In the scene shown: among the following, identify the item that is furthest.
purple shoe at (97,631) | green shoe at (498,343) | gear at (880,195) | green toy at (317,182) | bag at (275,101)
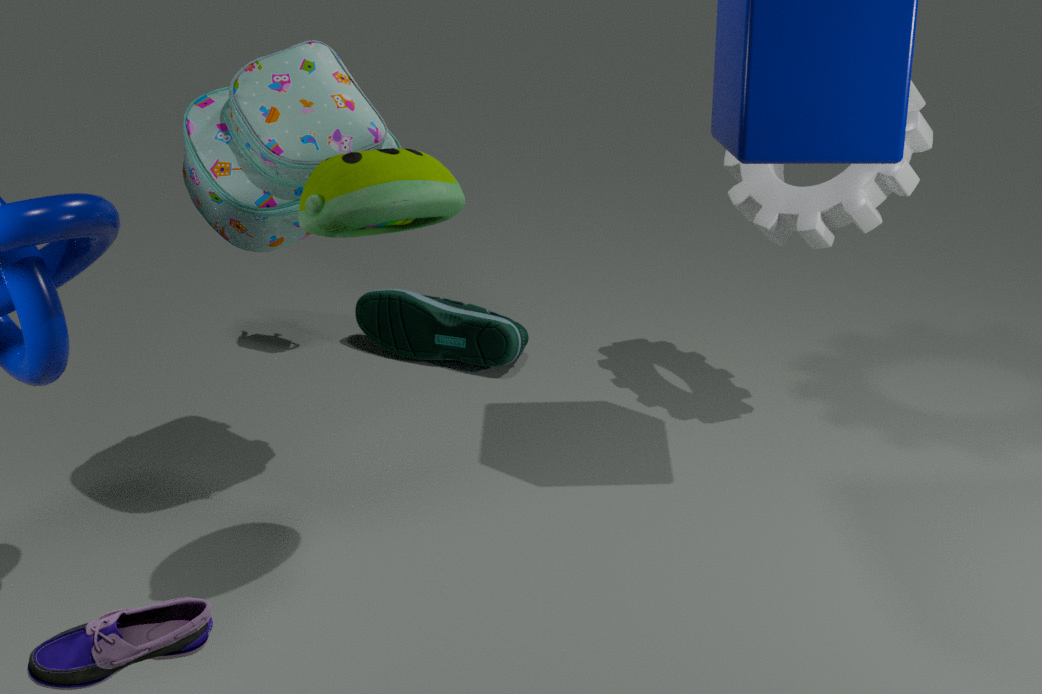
green shoe at (498,343)
